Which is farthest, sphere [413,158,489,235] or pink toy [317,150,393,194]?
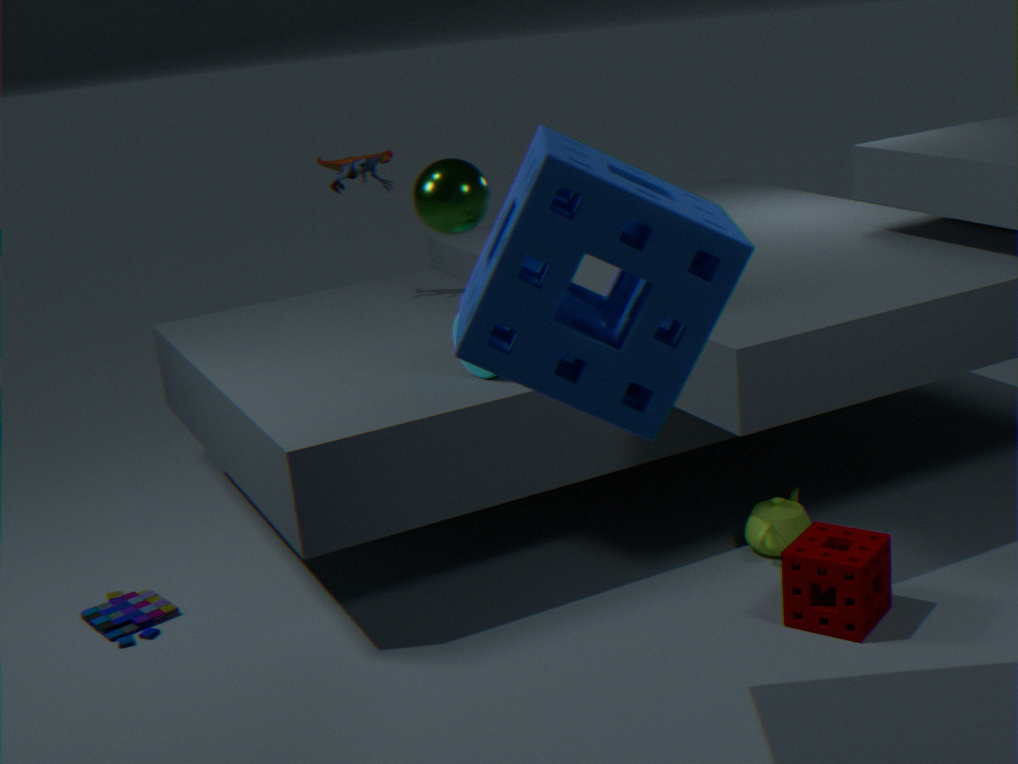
pink toy [317,150,393,194]
